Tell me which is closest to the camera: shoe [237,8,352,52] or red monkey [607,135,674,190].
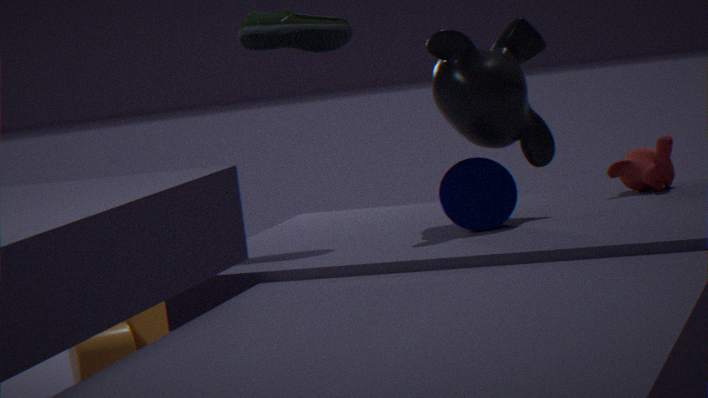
shoe [237,8,352,52]
